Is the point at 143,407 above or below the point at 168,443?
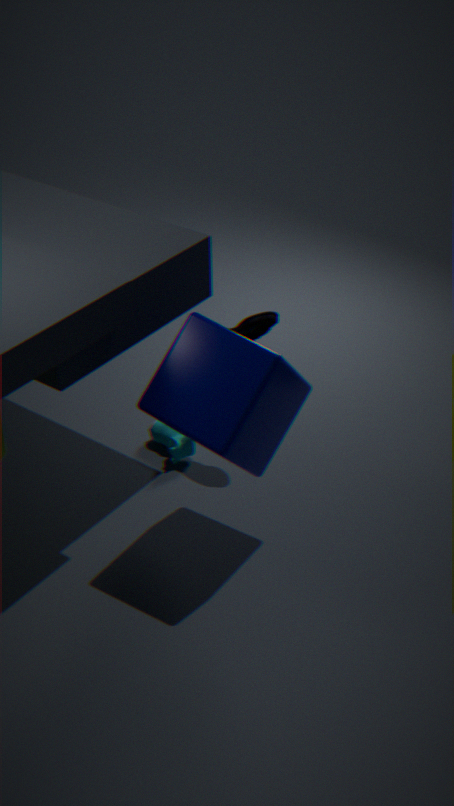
above
